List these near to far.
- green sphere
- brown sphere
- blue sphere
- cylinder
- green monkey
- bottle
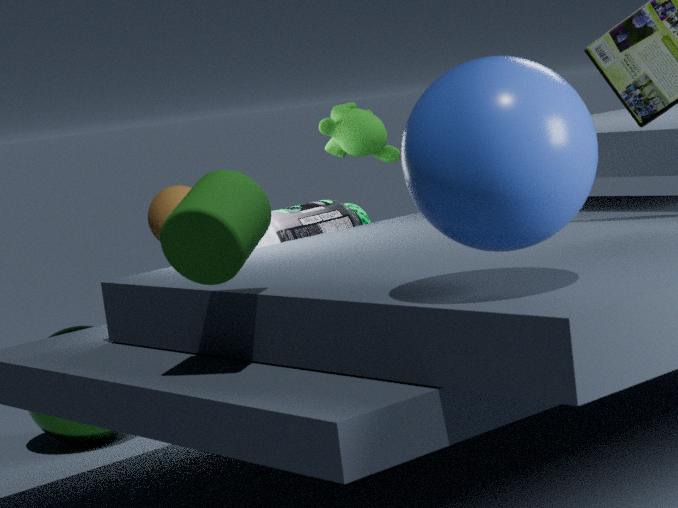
blue sphere, cylinder, green monkey, bottle, brown sphere, green sphere
